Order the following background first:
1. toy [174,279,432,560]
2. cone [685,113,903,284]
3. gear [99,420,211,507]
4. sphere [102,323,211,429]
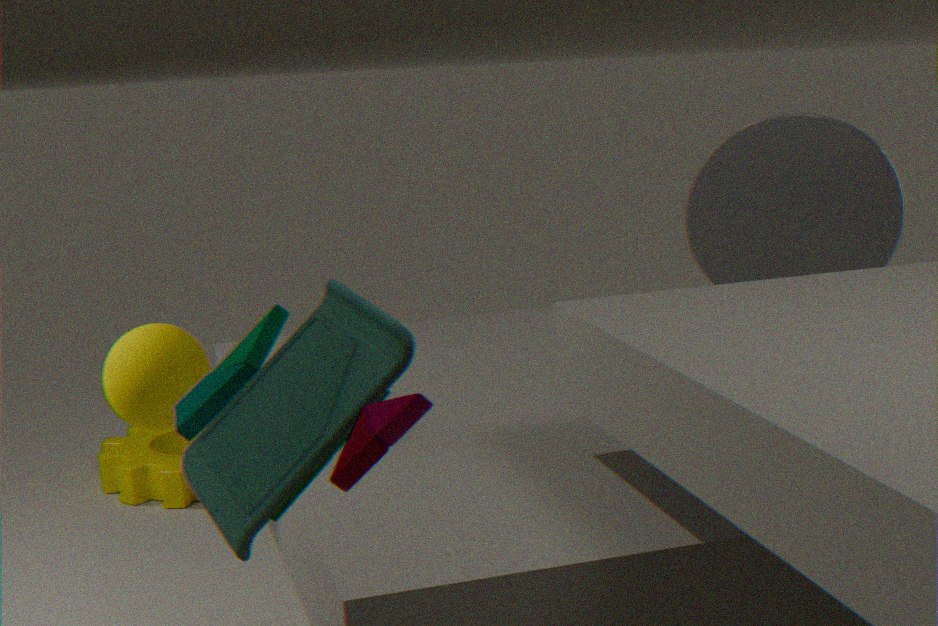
1. gear [99,420,211,507]
2. cone [685,113,903,284]
3. sphere [102,323,211,429]
4. toy [174,279,432,560]
